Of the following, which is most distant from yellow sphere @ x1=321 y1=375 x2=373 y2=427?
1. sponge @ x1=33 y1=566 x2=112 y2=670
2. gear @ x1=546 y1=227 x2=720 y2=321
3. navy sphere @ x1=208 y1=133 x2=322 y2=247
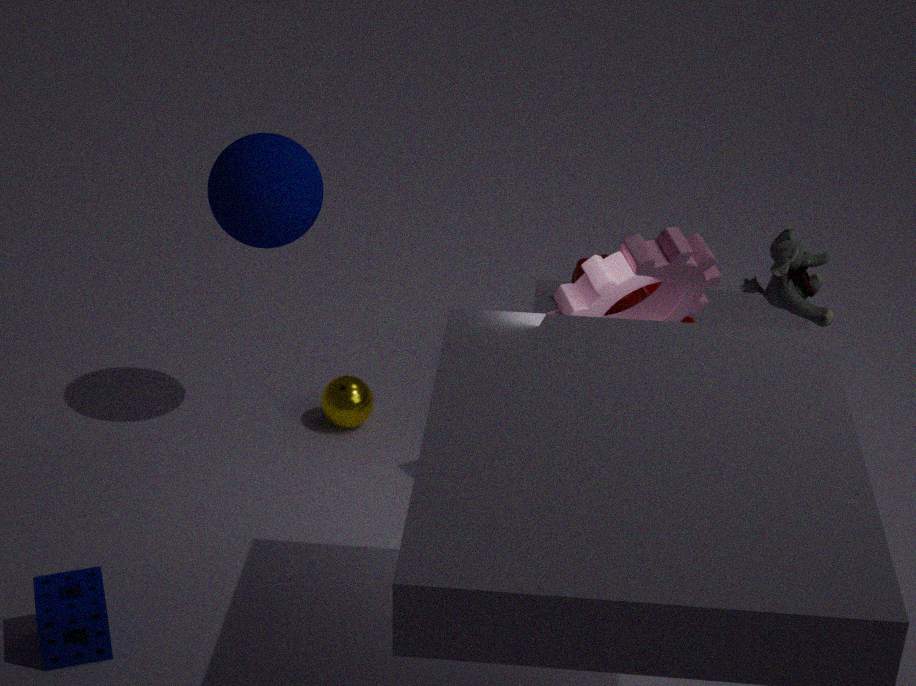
sponge @ x1=33 y1=566 x2=112 y2=670
